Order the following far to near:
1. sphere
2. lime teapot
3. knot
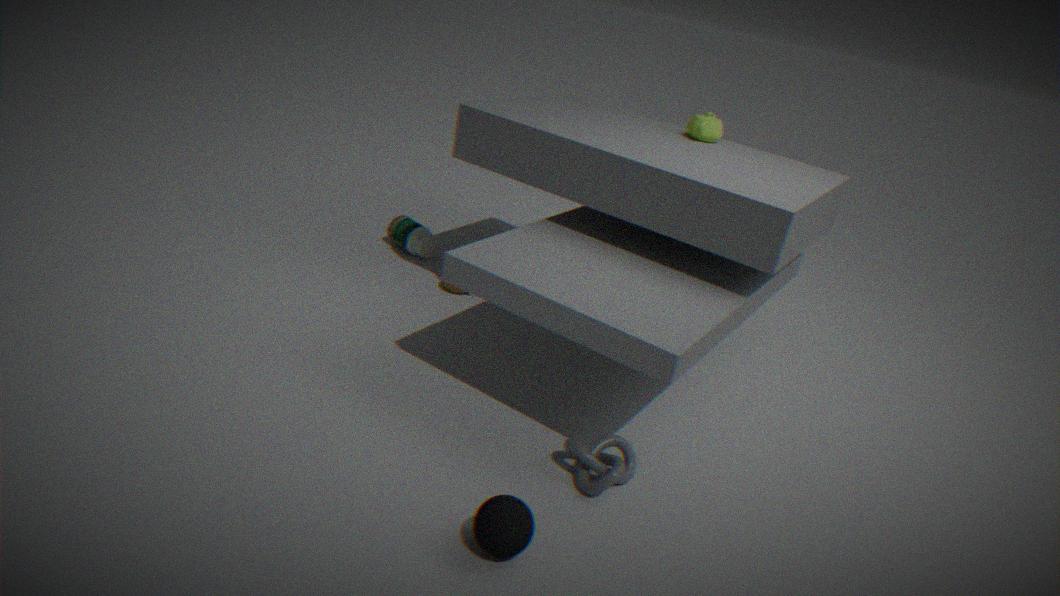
lime teapot
knot
sphere
